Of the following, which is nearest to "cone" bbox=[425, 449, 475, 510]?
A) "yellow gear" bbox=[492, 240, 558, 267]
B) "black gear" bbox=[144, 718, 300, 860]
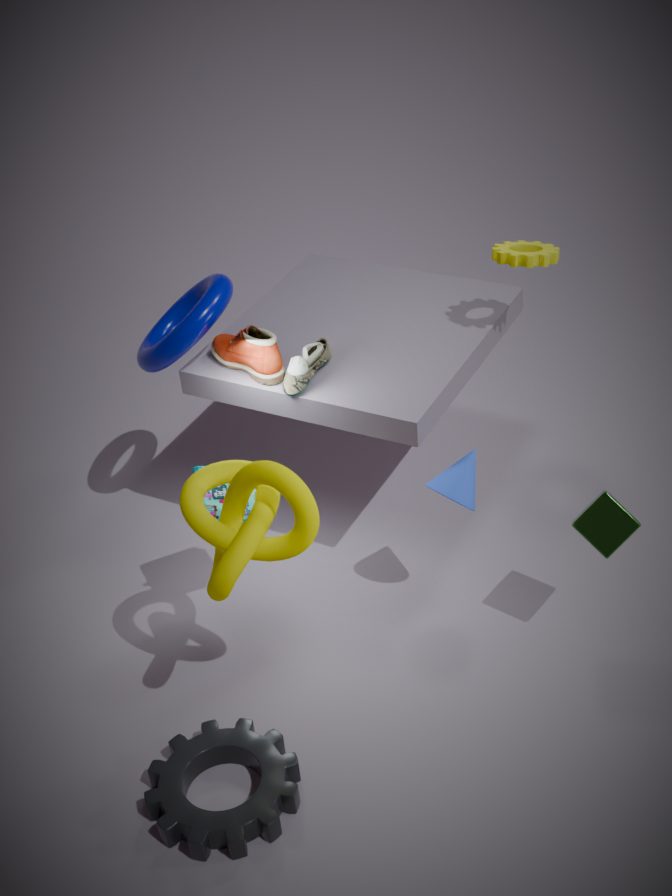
"yellow gear" bbox=[492, 240, 558, 267]
